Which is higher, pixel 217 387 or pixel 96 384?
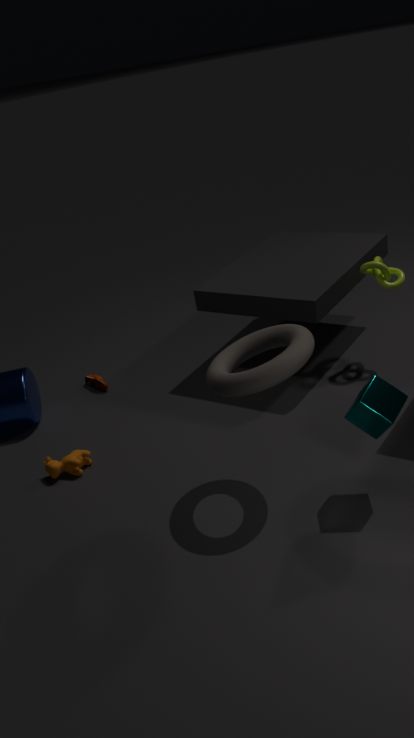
pixel 217 387
